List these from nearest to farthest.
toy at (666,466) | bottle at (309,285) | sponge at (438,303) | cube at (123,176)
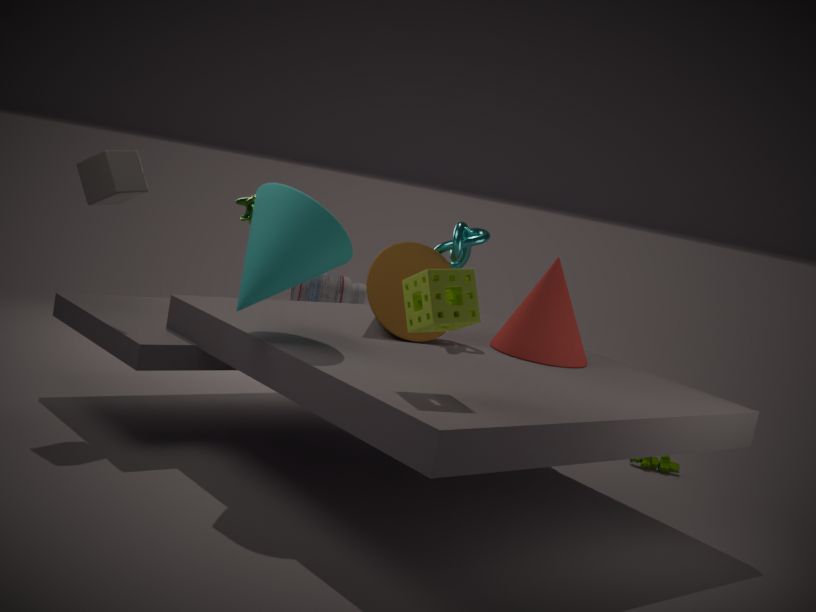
sponge at (438,303), cube at (123,176), toy at (666,466), bottle at (309,285)
